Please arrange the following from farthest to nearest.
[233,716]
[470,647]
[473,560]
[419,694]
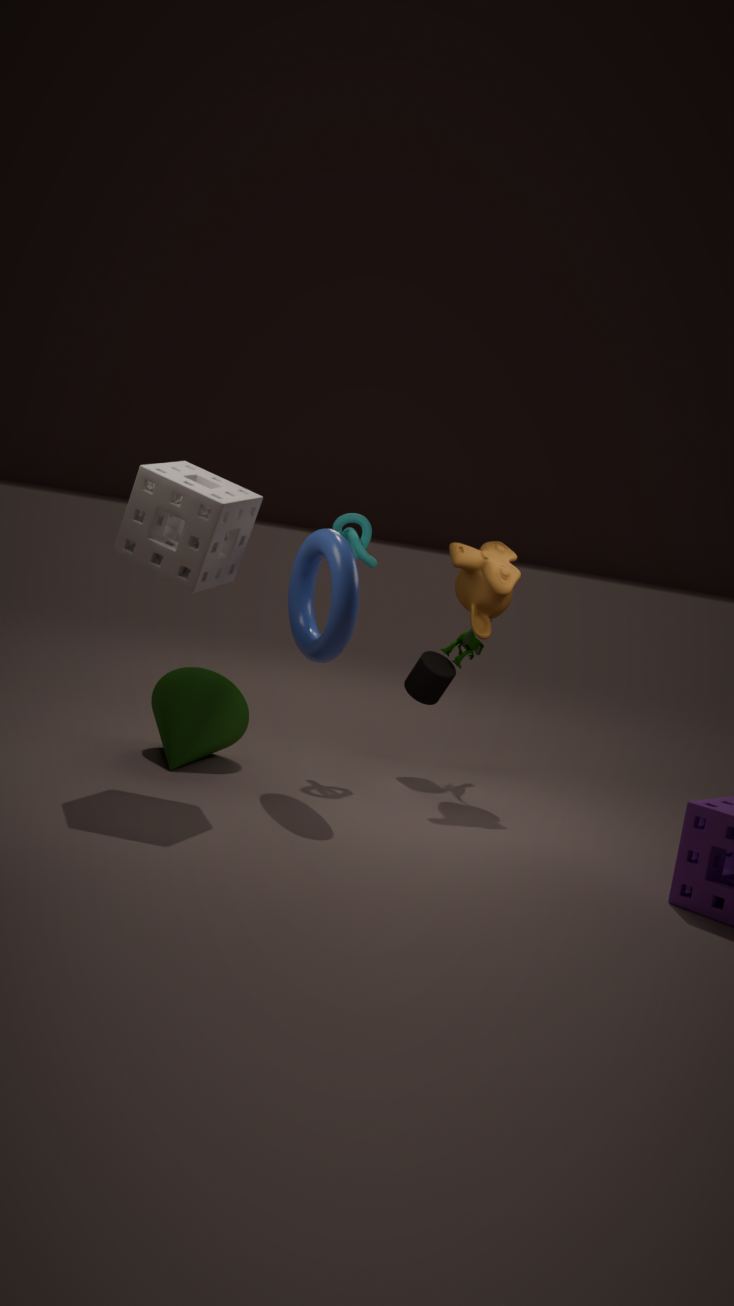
[470,647]
[419,694]
[473,560]
[233,716]
